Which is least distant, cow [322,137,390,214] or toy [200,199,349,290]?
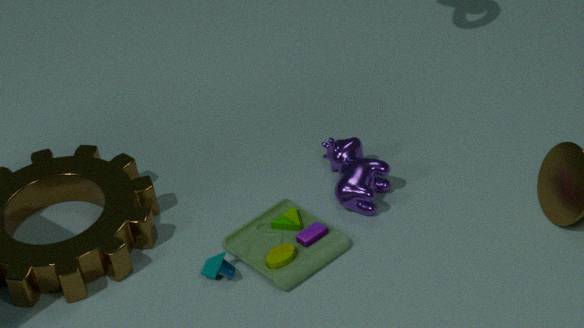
toy [200,199,349,290]
